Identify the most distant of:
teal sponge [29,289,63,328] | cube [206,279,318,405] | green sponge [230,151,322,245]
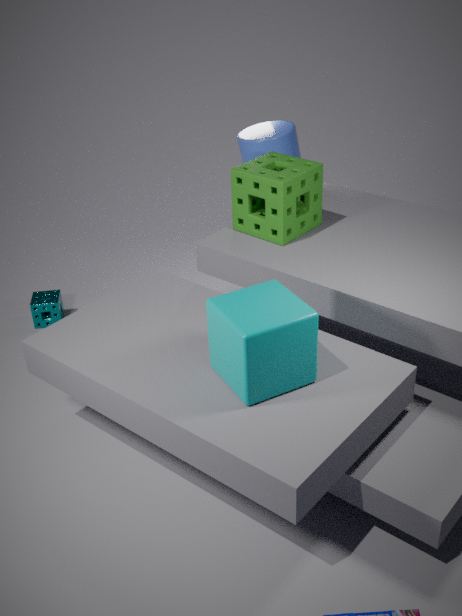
teal sponge [29,289,63,328]
